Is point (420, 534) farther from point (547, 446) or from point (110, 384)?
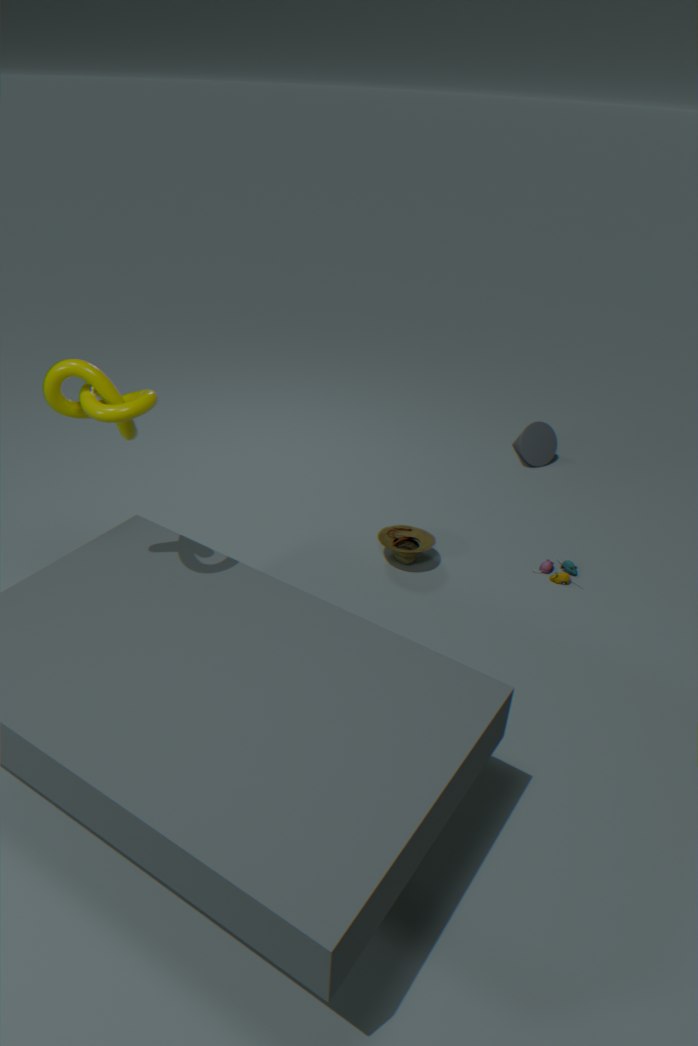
point (110, 384)
